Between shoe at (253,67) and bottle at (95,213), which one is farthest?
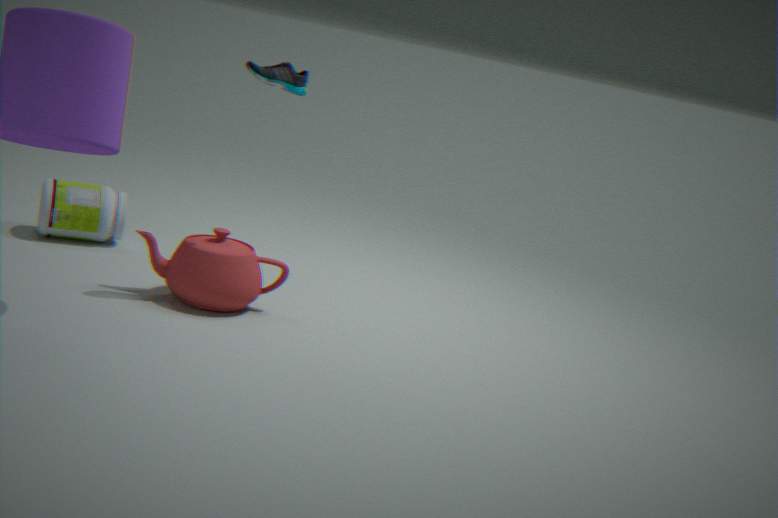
bottle at (95,213)
